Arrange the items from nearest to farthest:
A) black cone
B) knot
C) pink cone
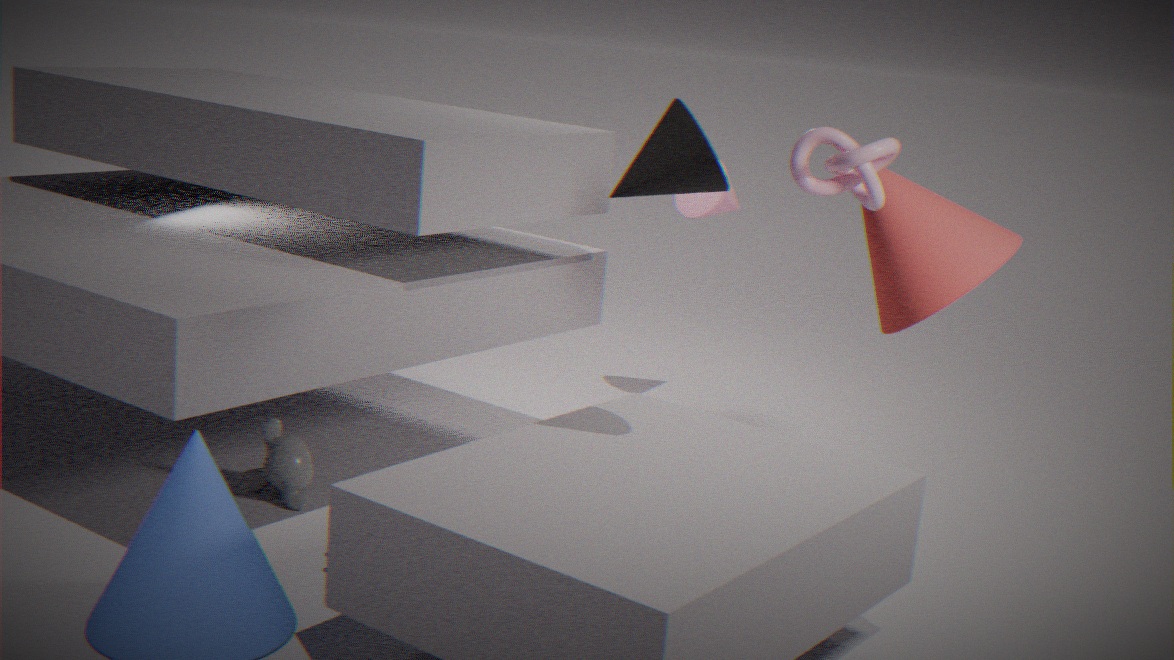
black cone → knot → pink cone
